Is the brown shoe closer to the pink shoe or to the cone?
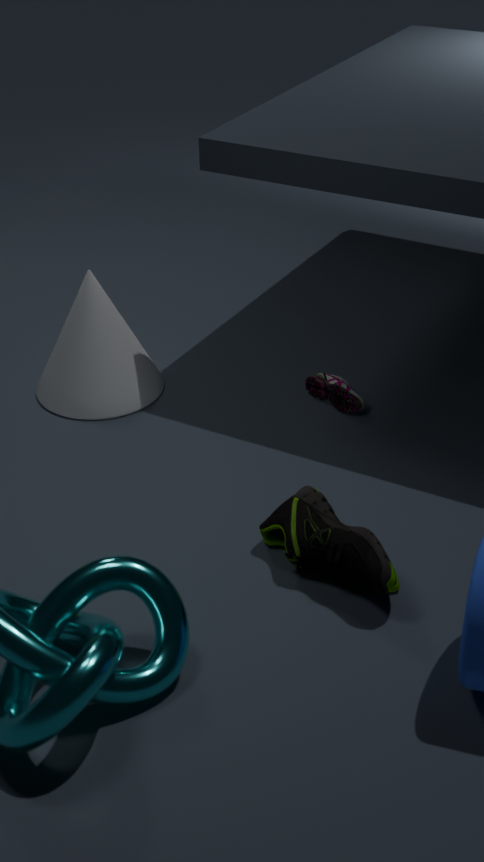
the pink shoe
